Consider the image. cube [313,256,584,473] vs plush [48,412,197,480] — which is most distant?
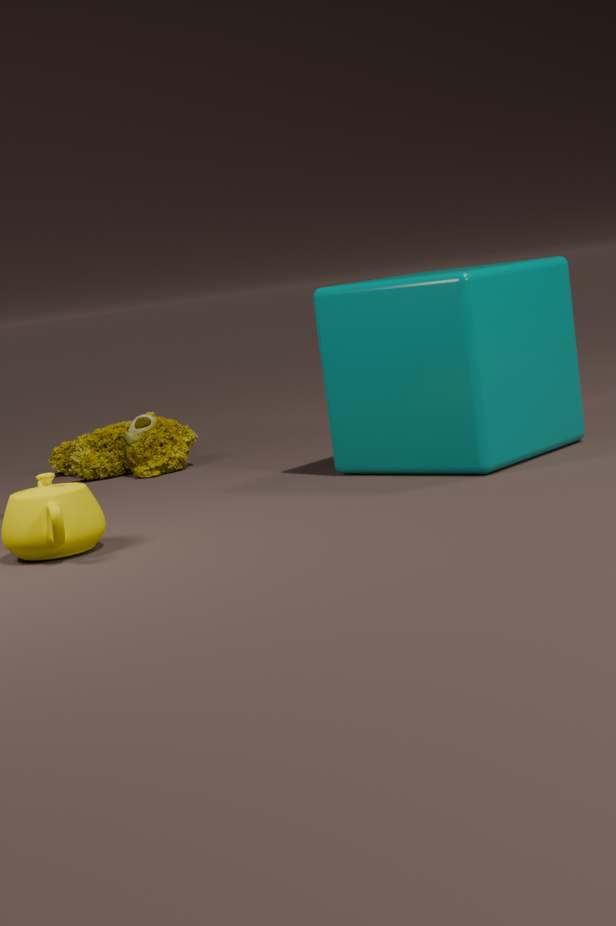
plush [48,412,197,480]
